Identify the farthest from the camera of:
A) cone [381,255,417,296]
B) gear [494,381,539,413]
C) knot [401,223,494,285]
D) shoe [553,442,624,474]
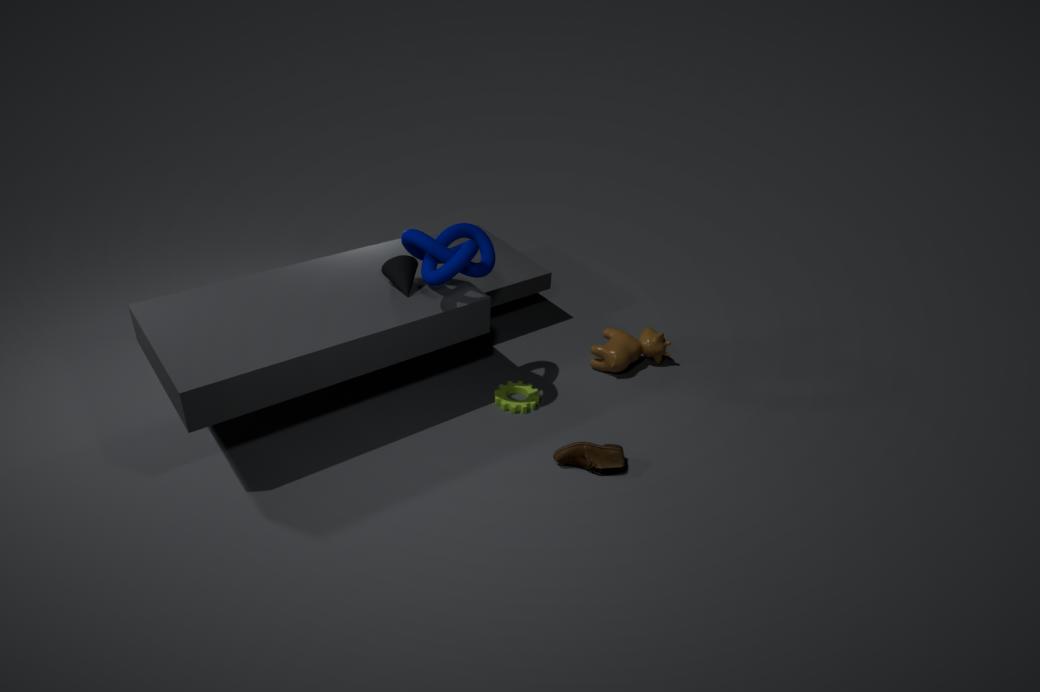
gear [494,381,539,413]
